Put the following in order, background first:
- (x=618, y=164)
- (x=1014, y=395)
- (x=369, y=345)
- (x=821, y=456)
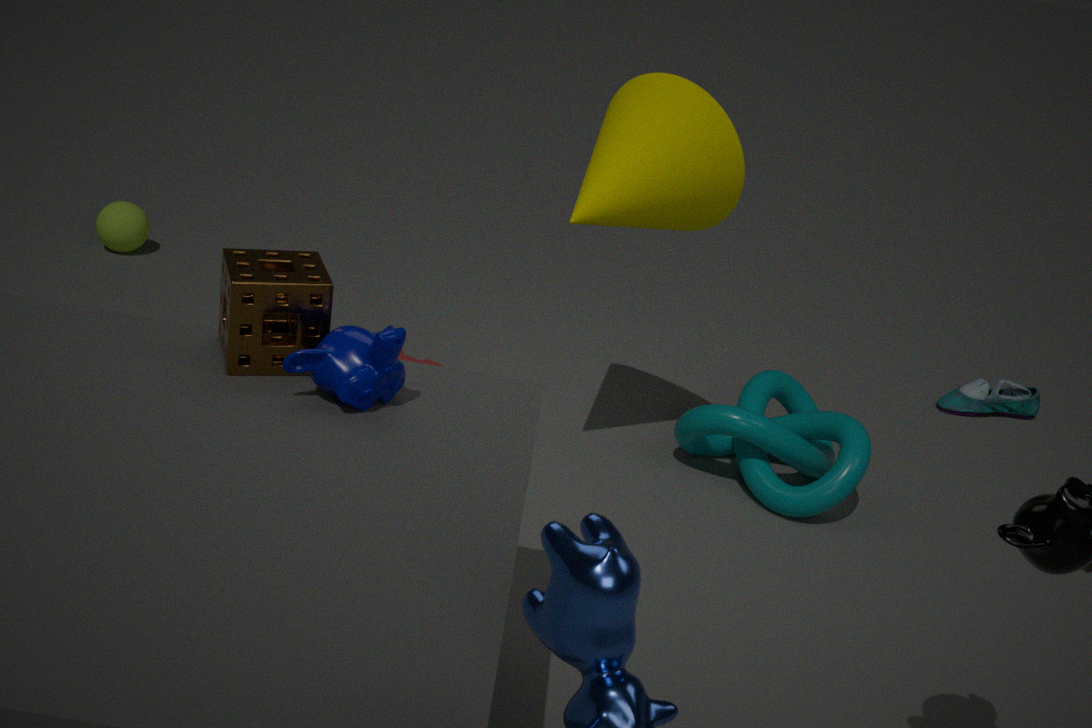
(x=1014, y=395) < (x=821, y=456) < (x=618, y=164) < (x=369, y=345)
